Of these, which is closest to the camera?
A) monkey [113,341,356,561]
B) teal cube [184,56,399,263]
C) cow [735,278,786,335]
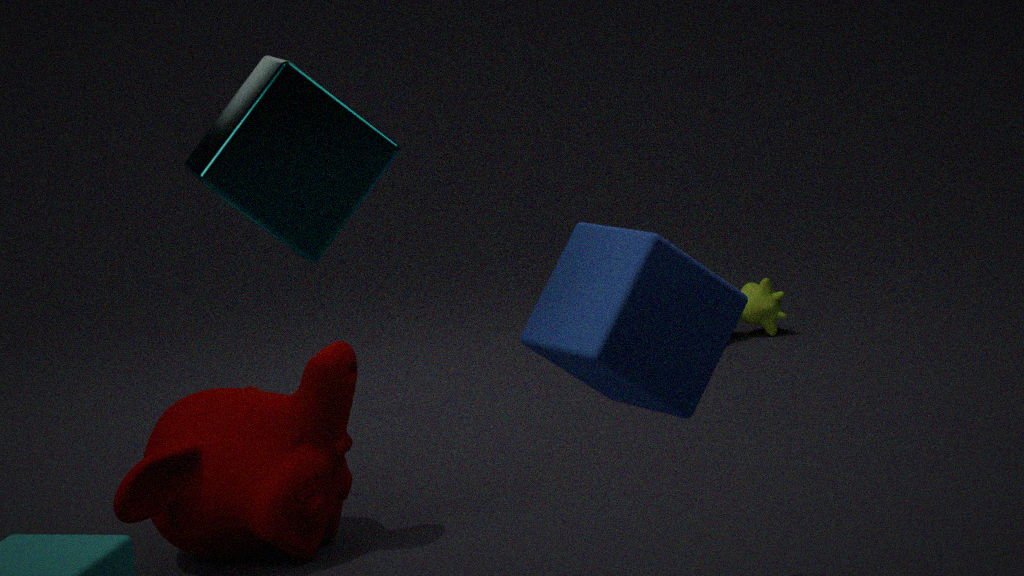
B. teal cube [184,56,399,263]
